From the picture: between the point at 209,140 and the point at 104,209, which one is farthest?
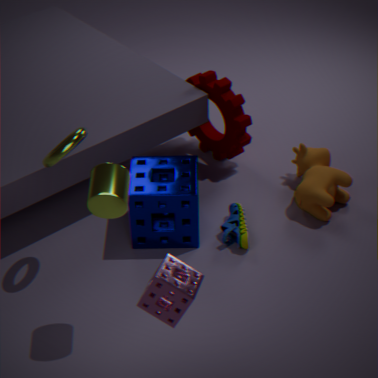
the point at 209,140
